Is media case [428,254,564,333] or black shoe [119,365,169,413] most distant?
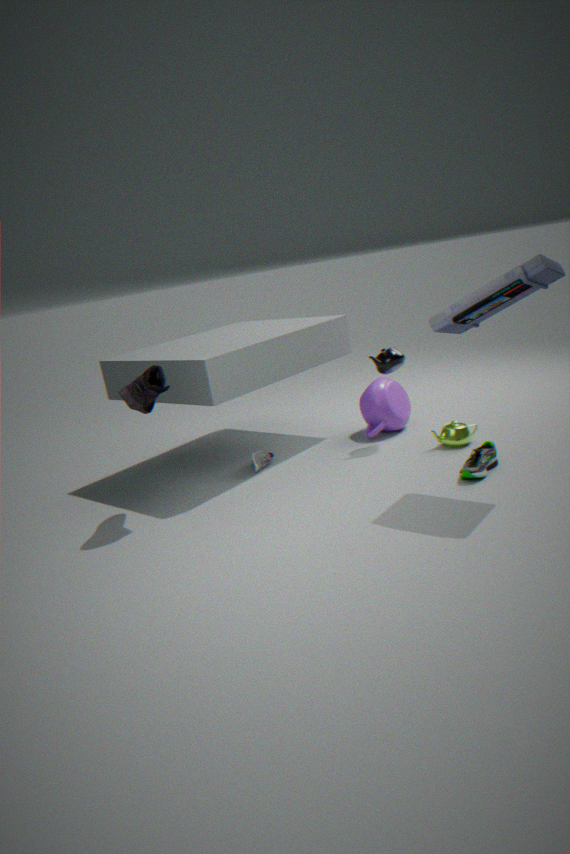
black shoe [119,365,169,413]
